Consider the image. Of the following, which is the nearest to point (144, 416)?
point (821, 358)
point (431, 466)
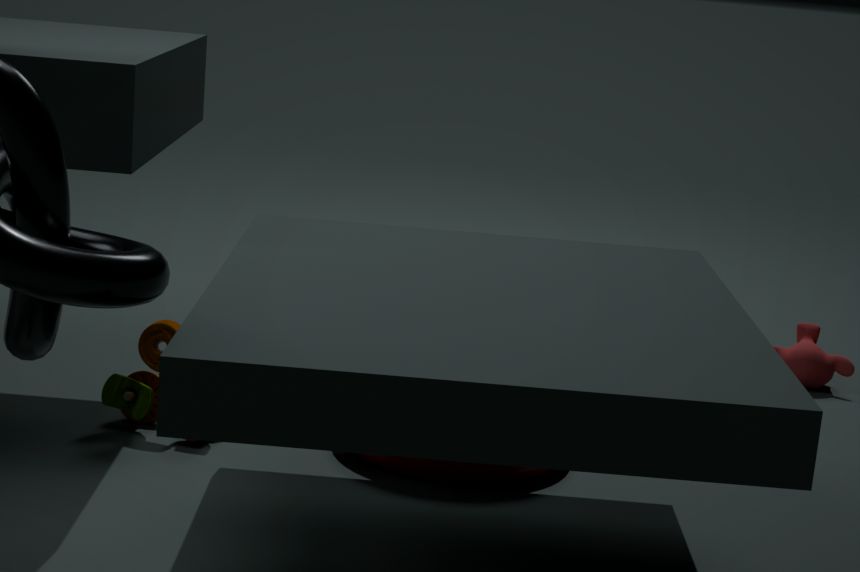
point (431, 466)
